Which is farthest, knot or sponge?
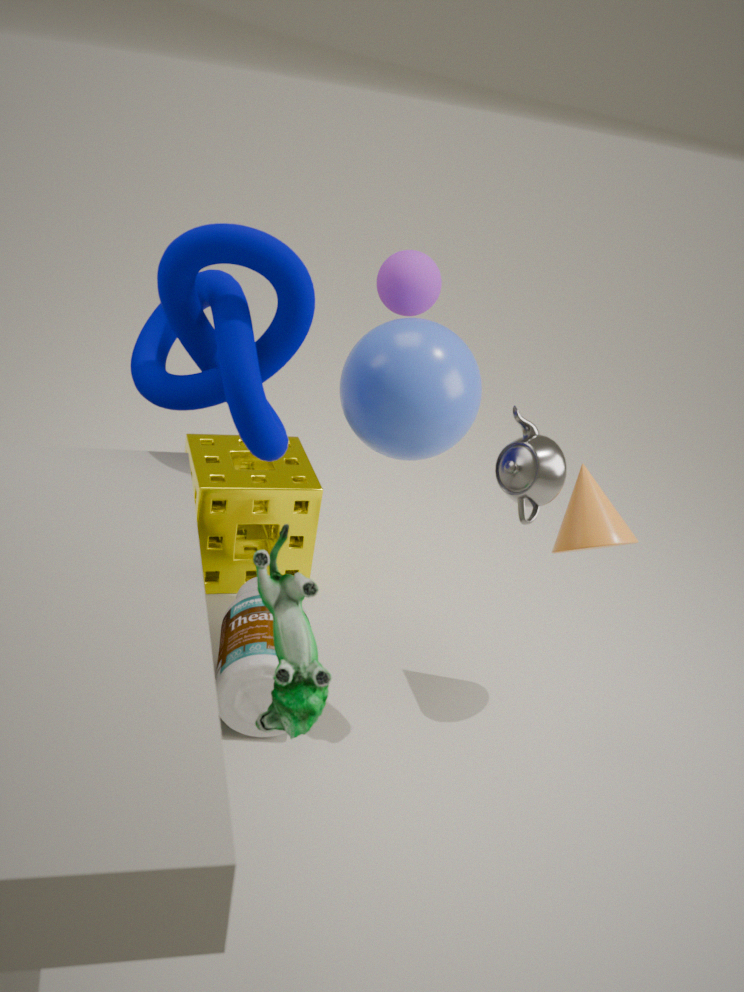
sponge
